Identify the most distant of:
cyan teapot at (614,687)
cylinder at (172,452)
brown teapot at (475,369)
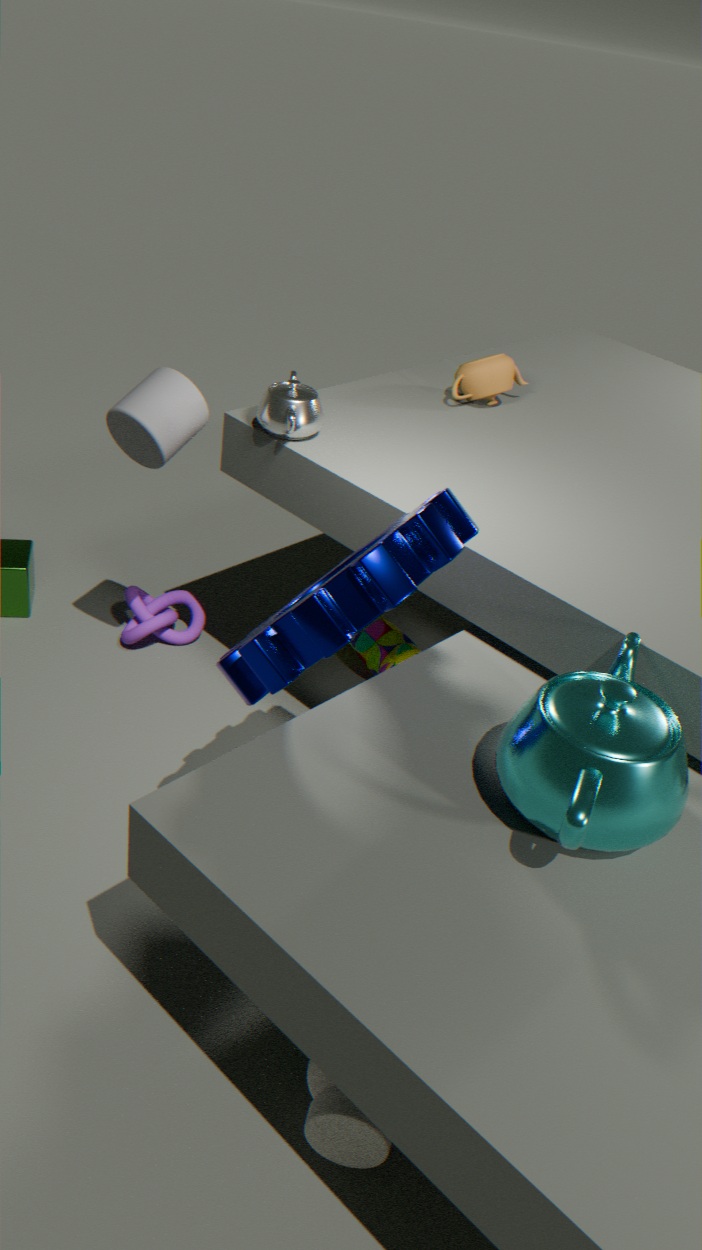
brown teapot at (475,369)
